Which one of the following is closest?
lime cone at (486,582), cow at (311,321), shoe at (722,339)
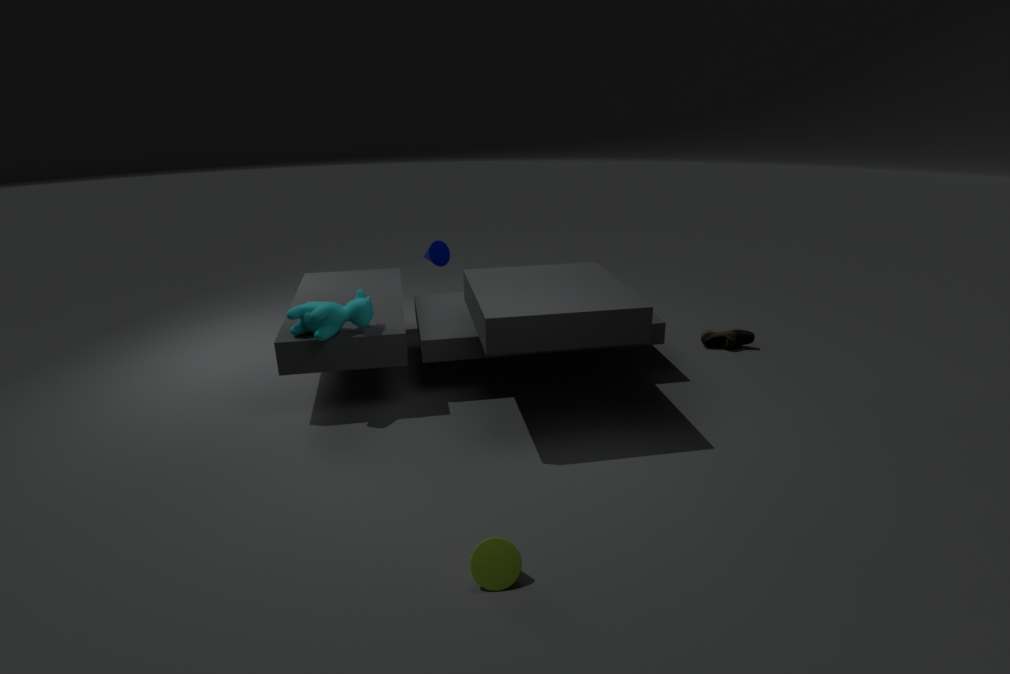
lime cone at (486,582)
